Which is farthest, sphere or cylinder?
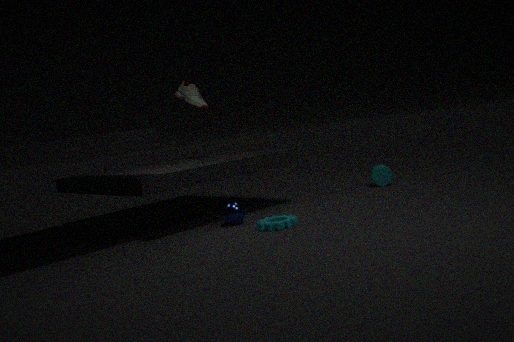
cylinder
